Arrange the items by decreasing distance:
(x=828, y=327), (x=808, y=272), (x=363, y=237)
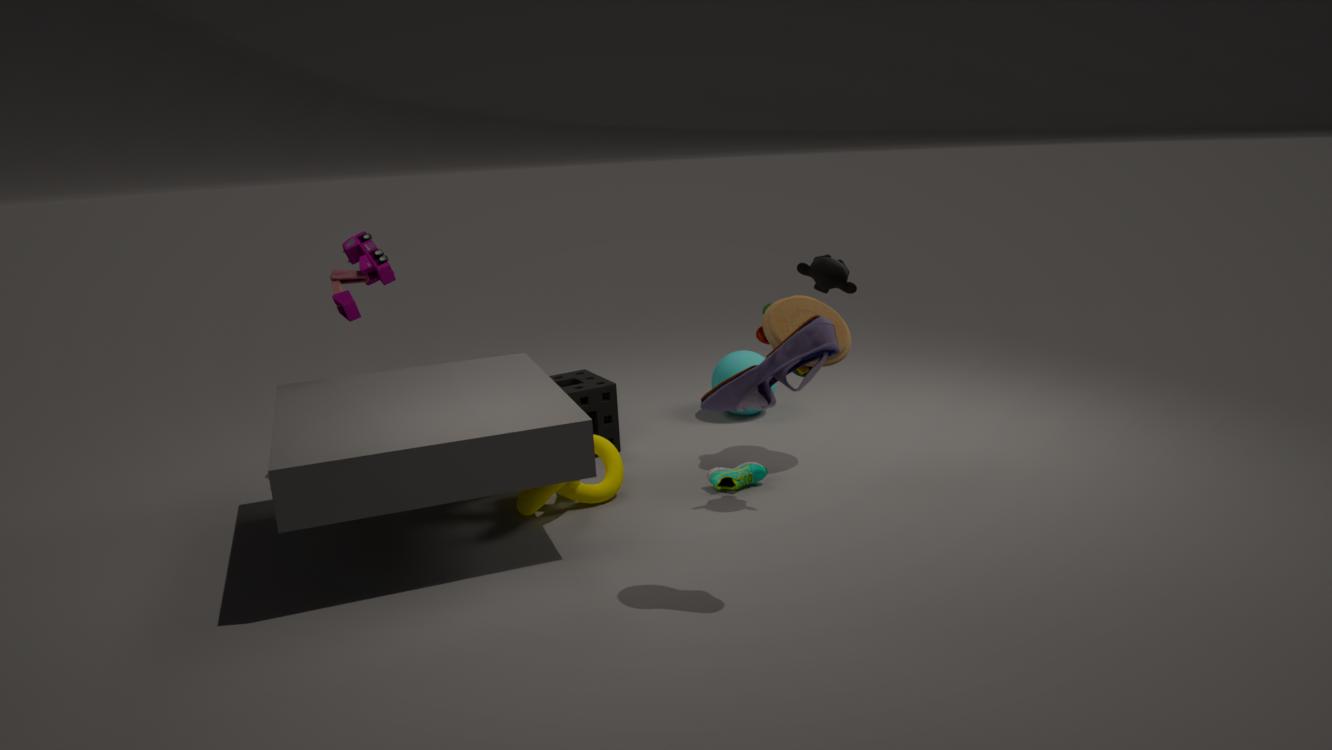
(x=363, y=237), (x=808, y=272), (x=828, y=327)
